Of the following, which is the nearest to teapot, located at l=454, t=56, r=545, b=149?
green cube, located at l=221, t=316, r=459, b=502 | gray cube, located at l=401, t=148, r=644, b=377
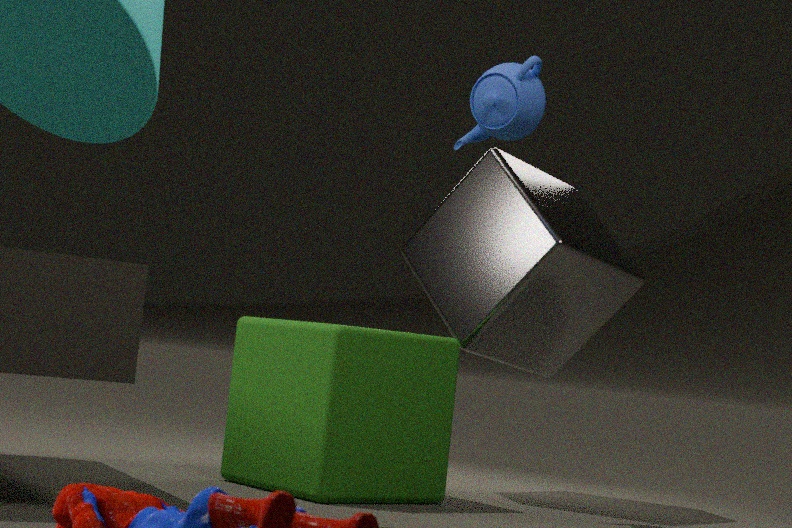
gray cube, located at l=401, t=148, r=644, b=377
